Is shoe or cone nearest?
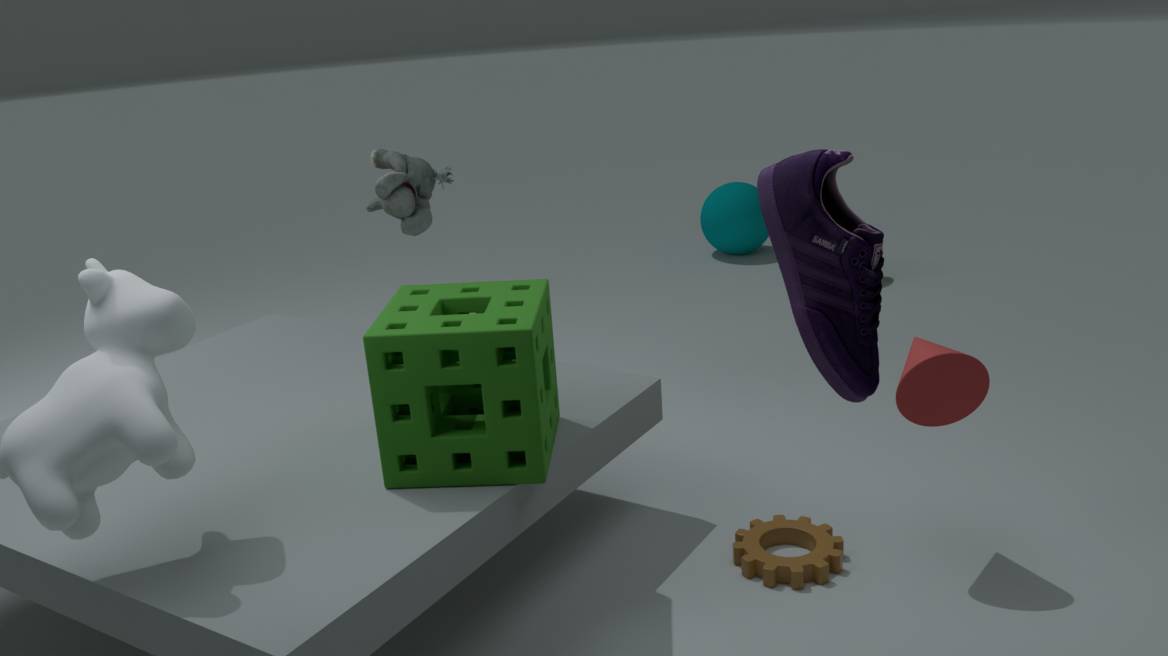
shoe
